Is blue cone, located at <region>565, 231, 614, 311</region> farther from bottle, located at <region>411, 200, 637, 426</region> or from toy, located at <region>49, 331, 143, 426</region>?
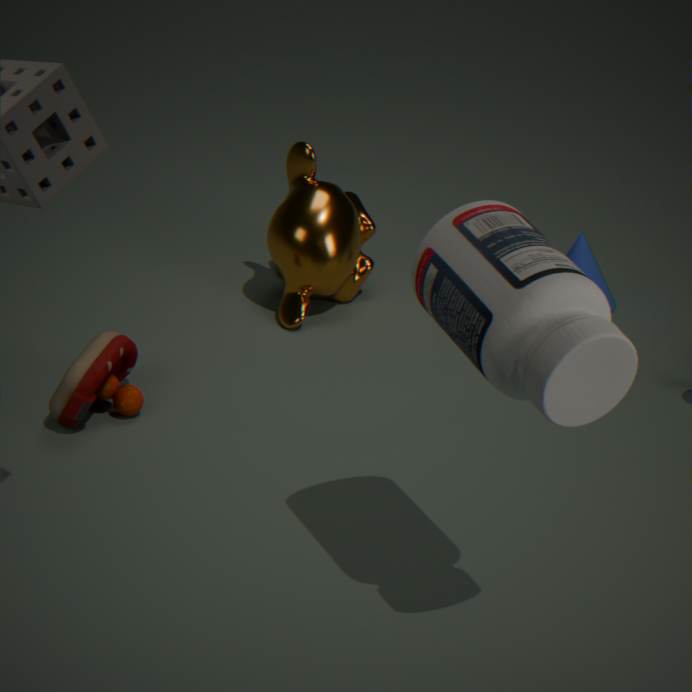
bottle, located at <region>411, 200, 637, 426</region>
